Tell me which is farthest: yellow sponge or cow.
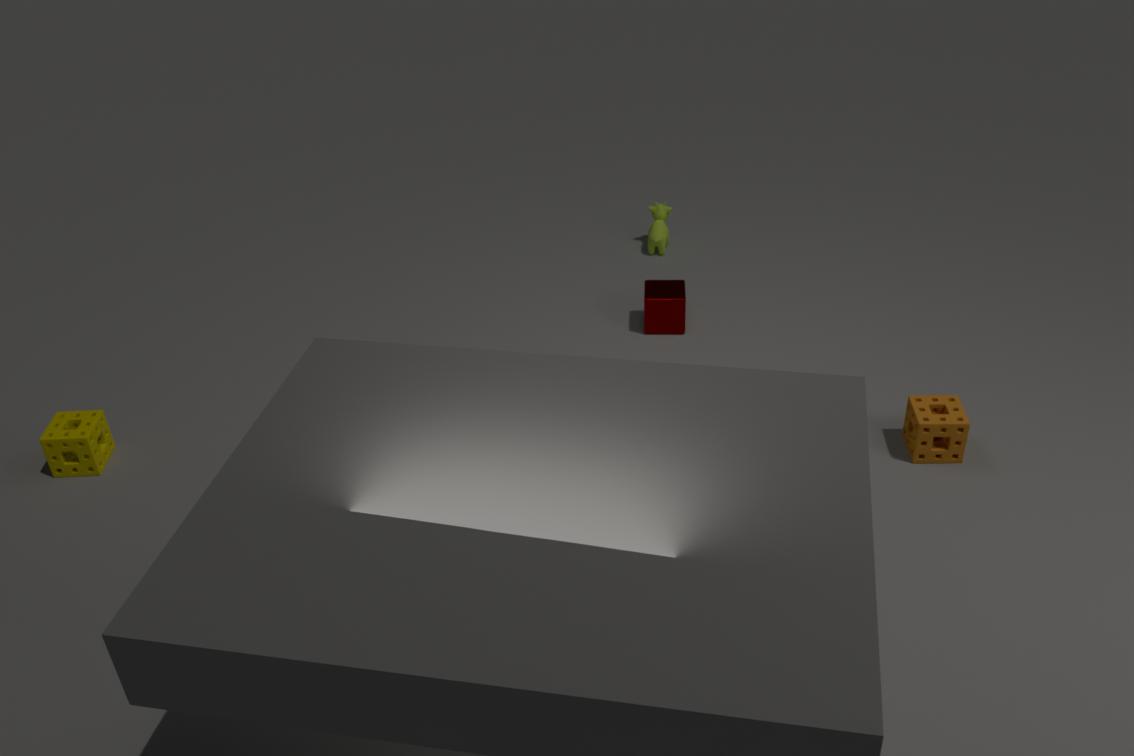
cow
